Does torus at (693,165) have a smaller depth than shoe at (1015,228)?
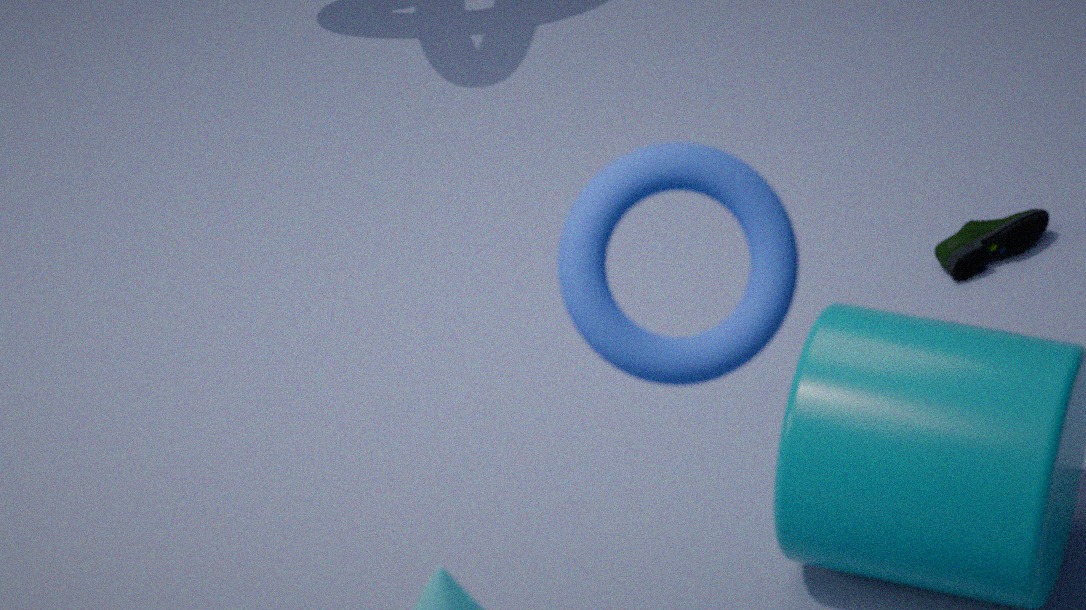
Yes
